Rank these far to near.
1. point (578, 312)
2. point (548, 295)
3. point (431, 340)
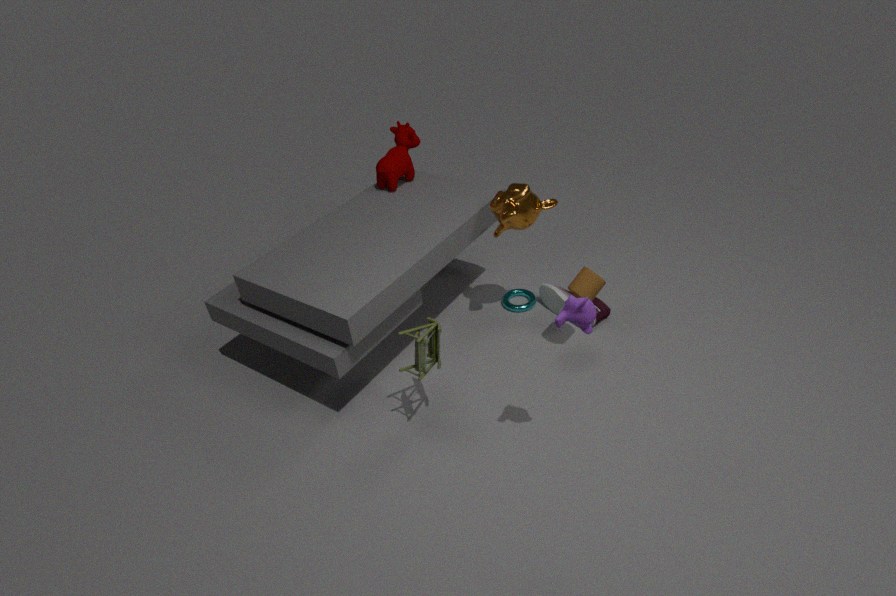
point (548, 295) → point (431, 340) → point (578, 312)
